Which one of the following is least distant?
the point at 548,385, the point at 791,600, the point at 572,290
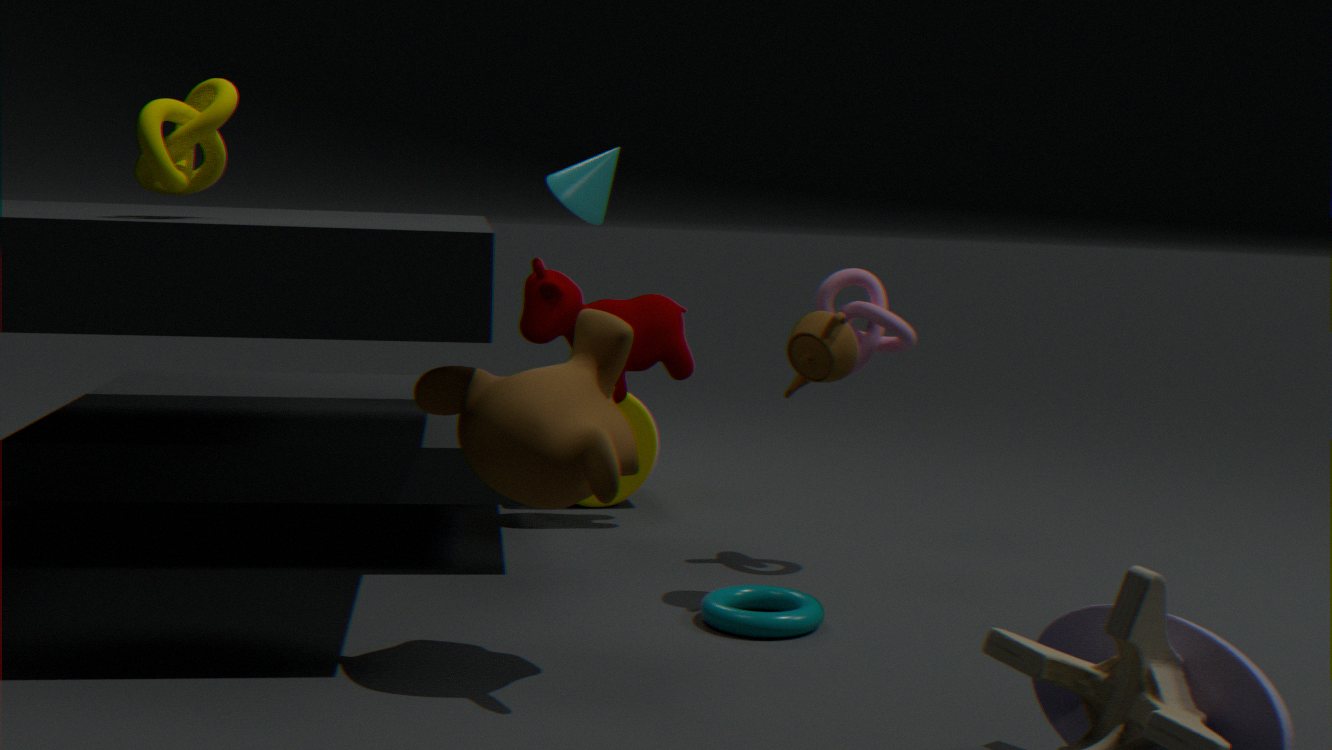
the point at 548,385
